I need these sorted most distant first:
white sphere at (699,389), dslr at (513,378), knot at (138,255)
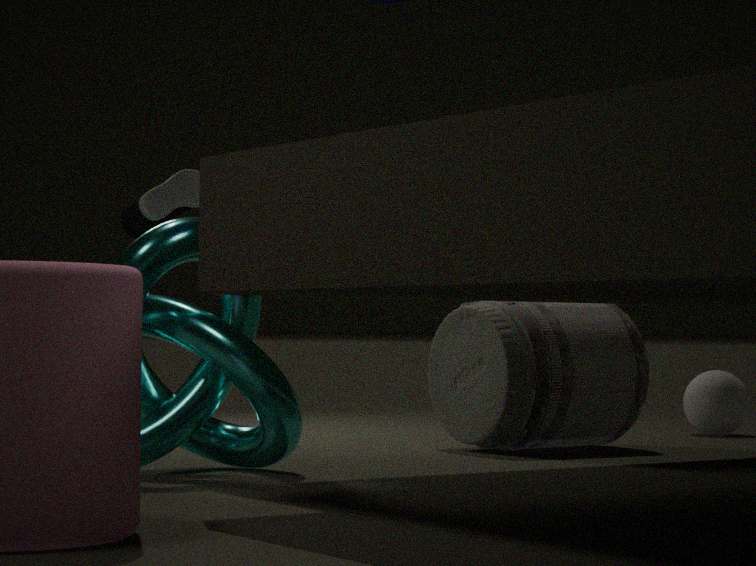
1. white sphere at (699,389)
2. dslr at (513,378)
3. knot at (138,255)
